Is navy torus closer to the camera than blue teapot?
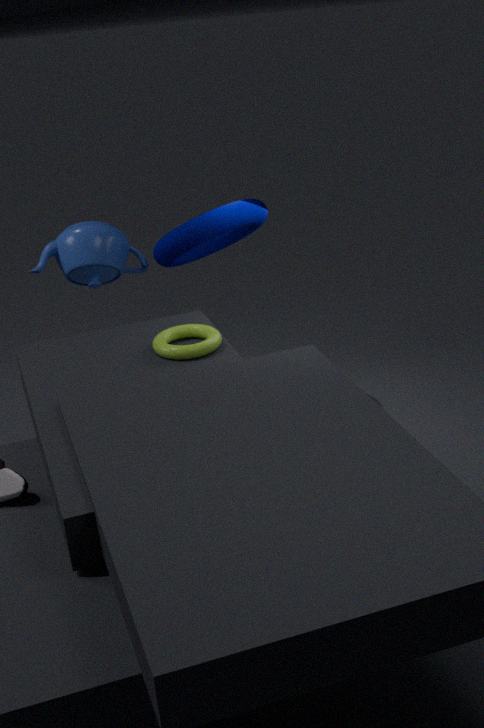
Yes
